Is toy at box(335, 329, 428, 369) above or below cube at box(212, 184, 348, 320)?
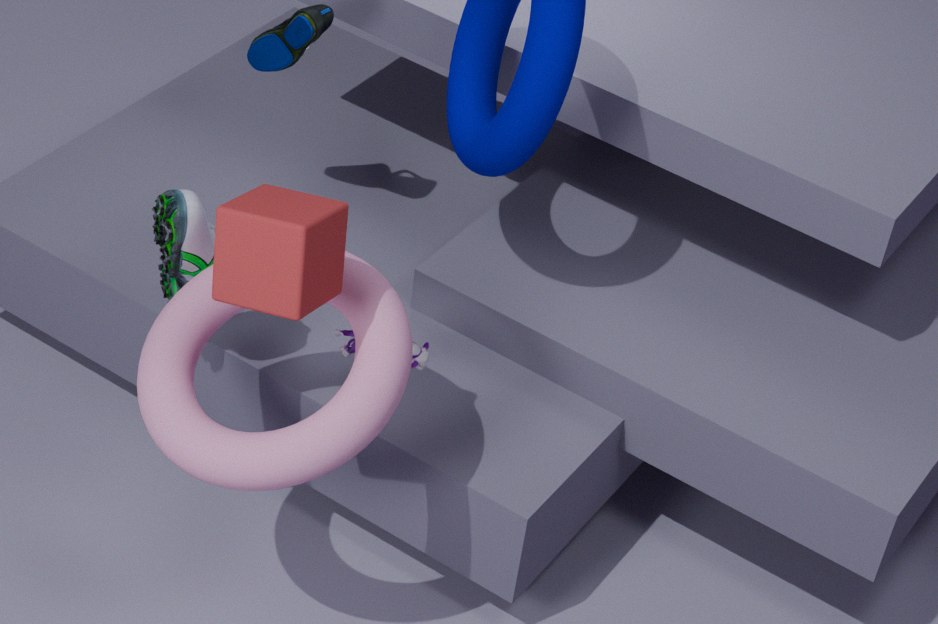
below
